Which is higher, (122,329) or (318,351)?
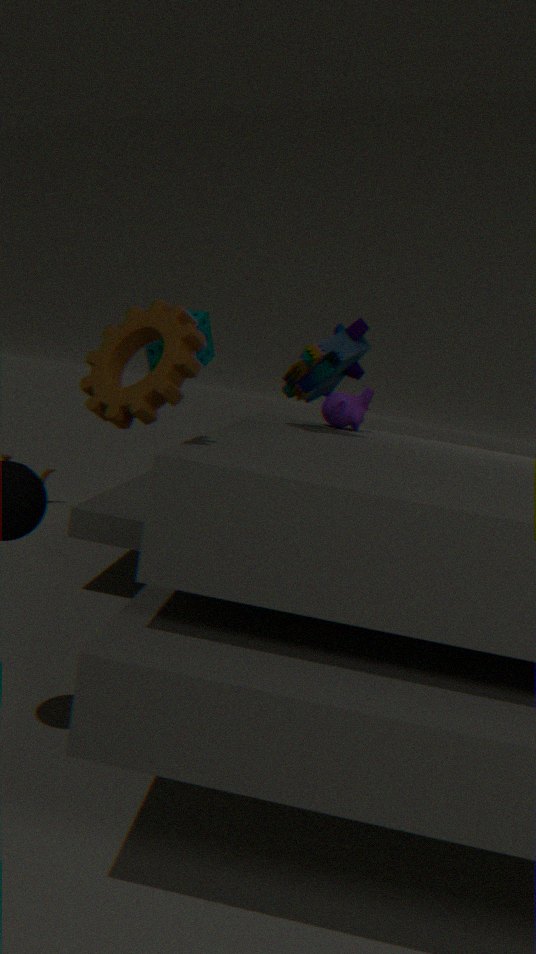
(318,351)
